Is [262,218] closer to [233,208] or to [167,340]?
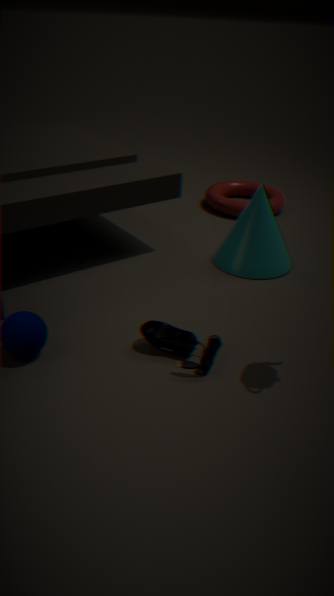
[233,208]
